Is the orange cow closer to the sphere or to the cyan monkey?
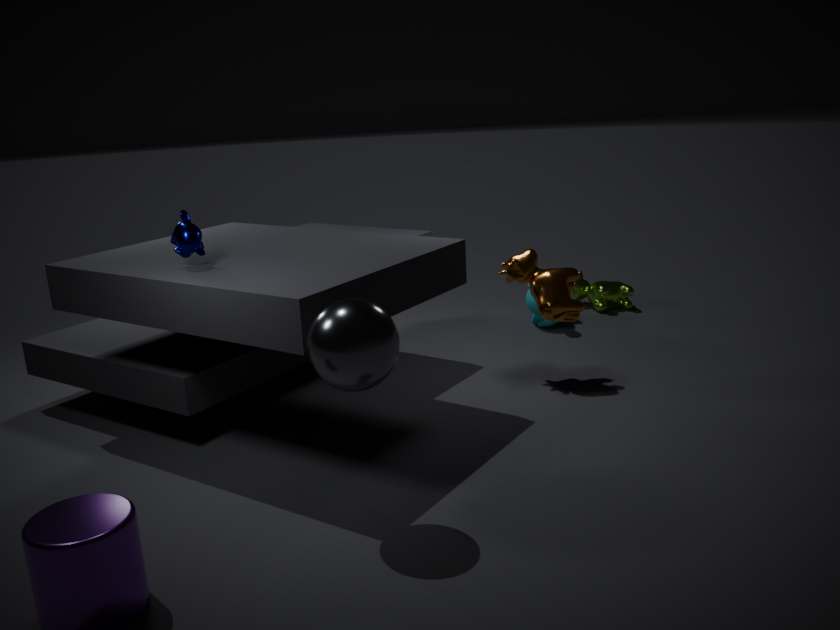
the cyan monkey
